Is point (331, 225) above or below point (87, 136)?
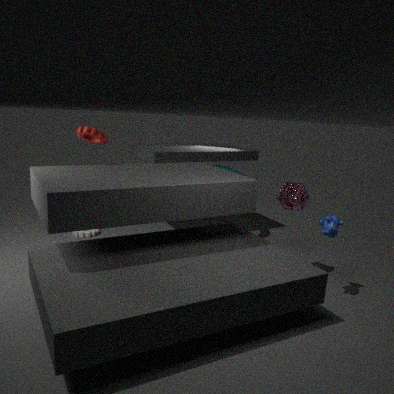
below
